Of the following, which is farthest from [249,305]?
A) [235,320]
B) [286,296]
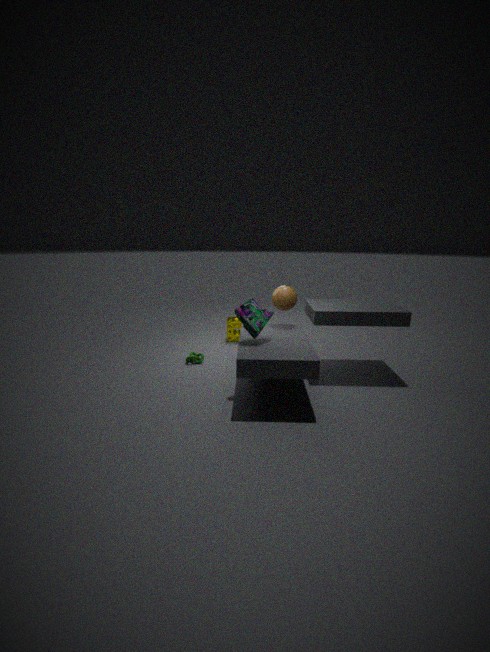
[235,320]
